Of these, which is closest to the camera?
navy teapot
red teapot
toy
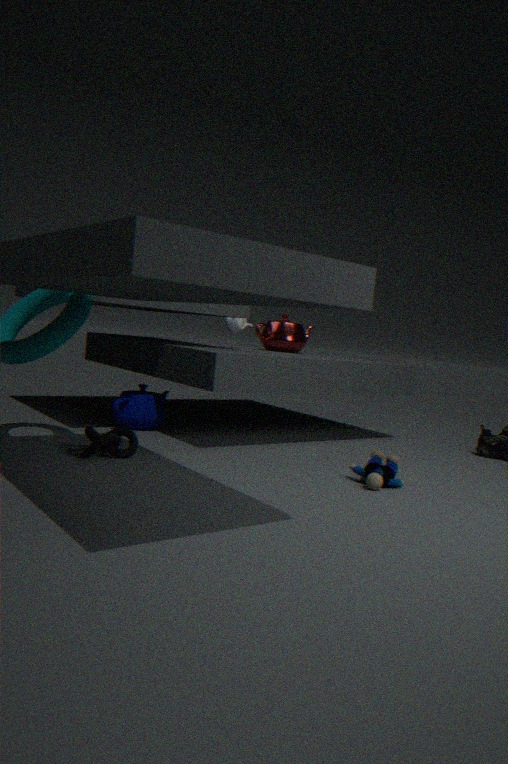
toy
